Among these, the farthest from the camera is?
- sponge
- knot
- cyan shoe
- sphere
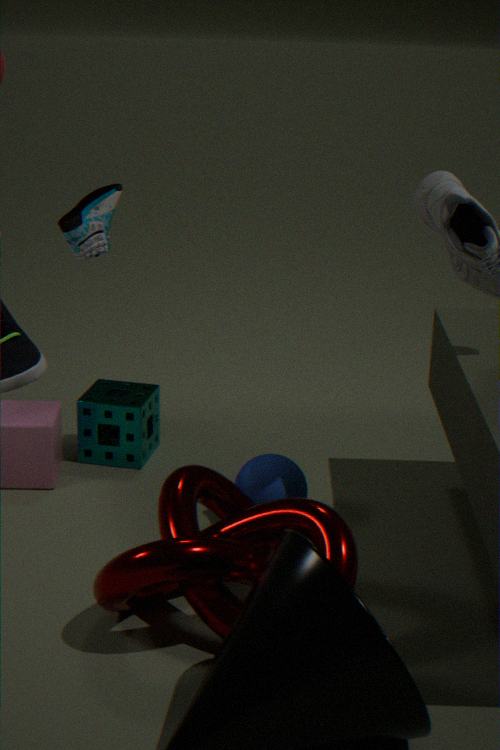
sponge
